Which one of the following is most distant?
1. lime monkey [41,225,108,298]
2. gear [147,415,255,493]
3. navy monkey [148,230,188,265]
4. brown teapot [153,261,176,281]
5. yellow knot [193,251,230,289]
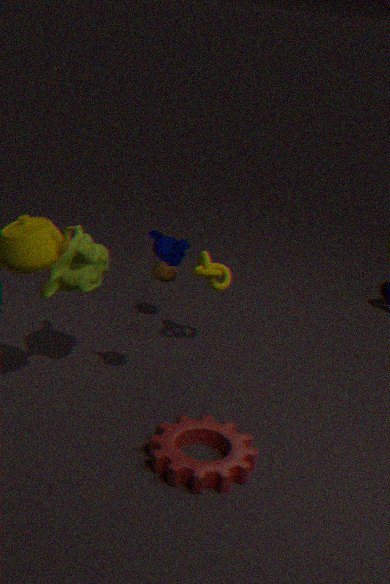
brown teapot [153,261,176,281]
